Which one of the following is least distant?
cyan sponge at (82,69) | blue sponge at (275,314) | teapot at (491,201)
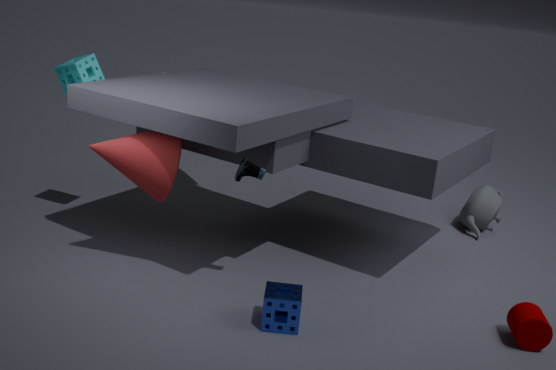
blue sponge at (275,314)
